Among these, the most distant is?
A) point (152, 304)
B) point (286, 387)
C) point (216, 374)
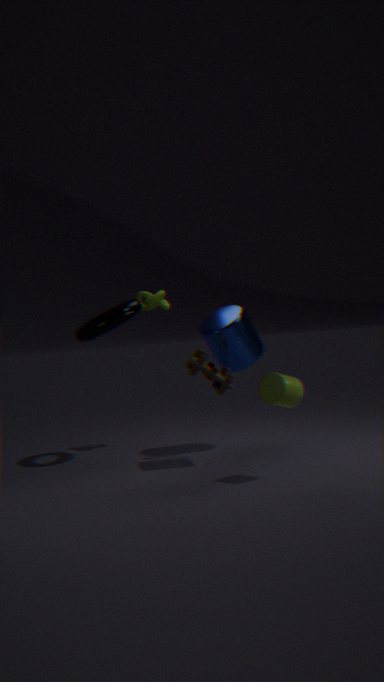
point (152, 304)
